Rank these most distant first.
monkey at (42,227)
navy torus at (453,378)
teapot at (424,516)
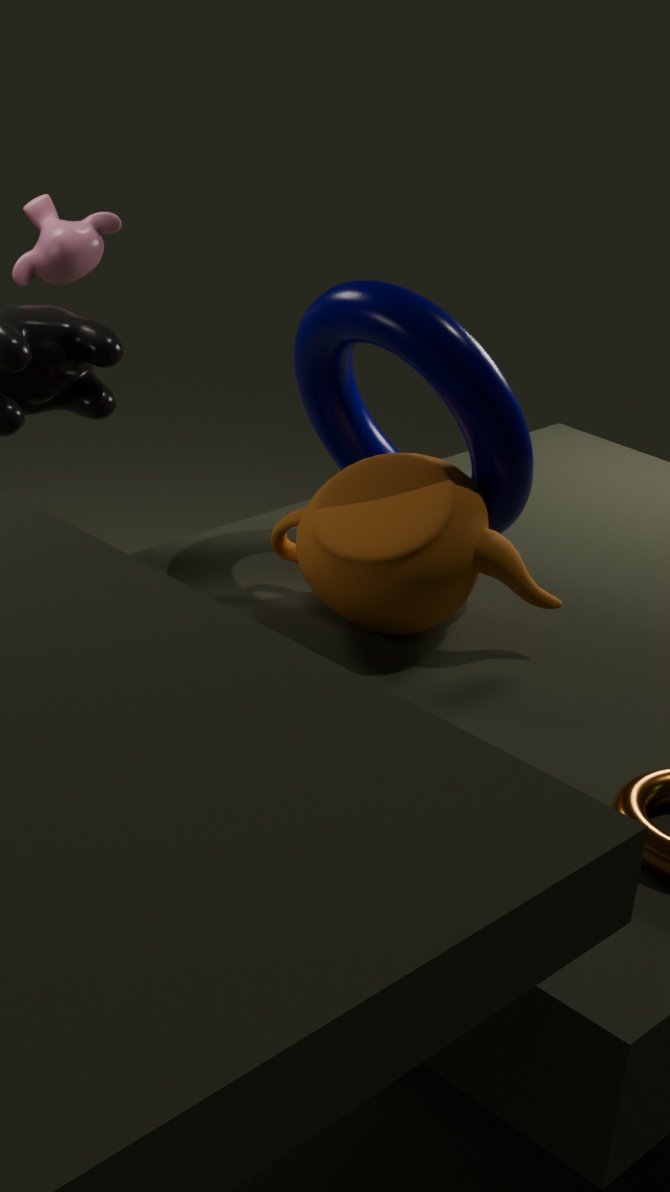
monkey at (42,227), navy torus at (453,378), teapot at (424,516)
